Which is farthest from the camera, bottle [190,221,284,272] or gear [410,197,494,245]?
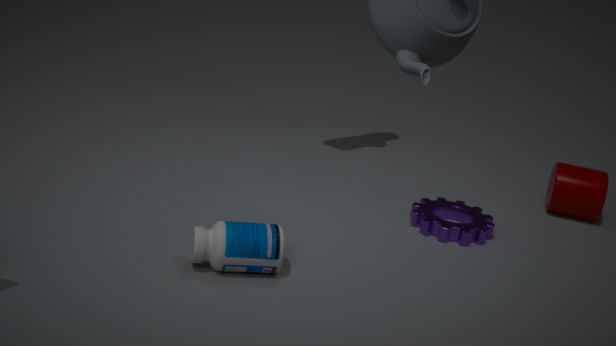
gear [410,197,494,245]
